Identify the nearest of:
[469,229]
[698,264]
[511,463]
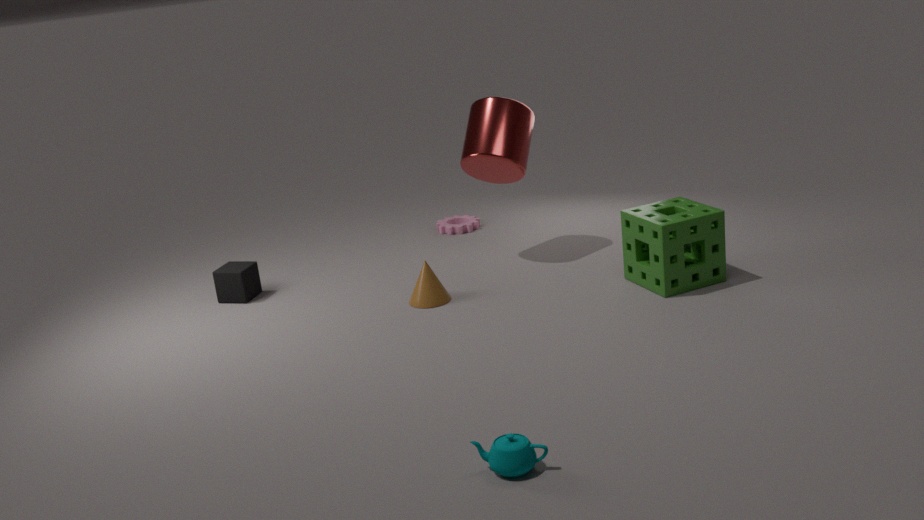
[511,463]
